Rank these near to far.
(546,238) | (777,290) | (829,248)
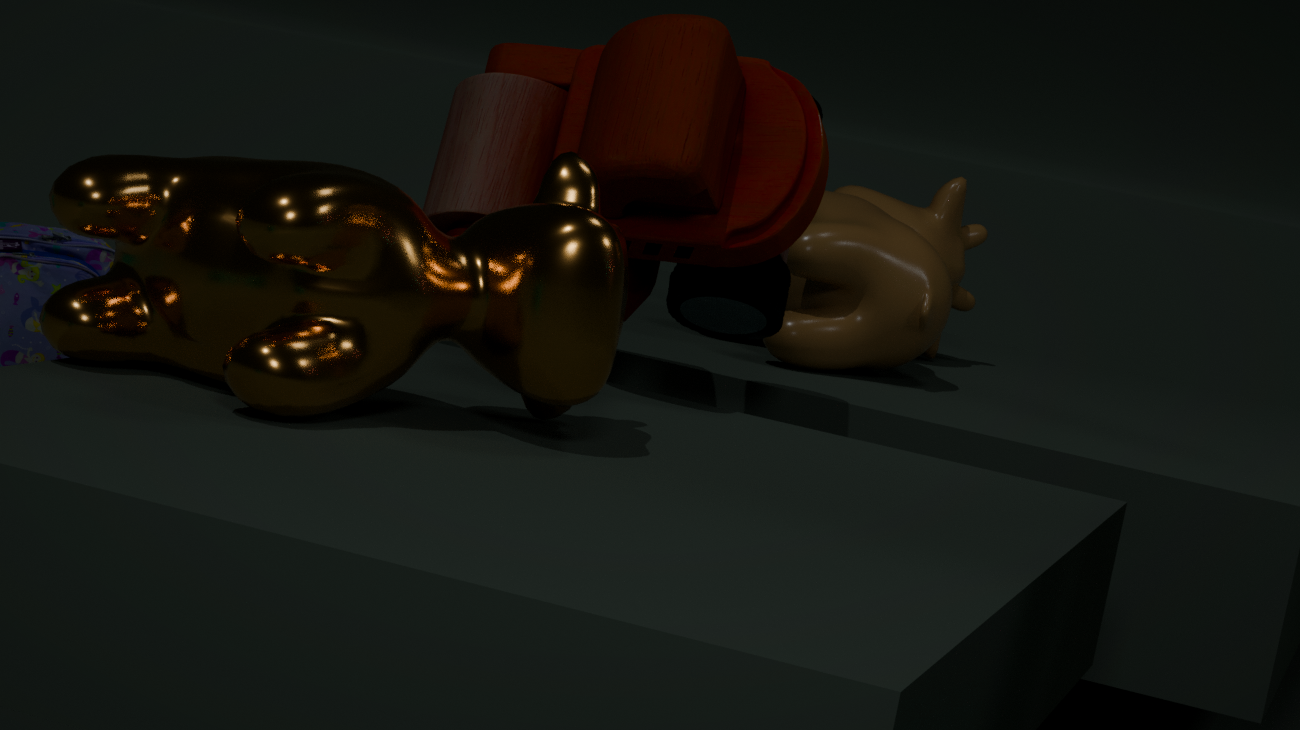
(546,238) < (777,290) < (829,248)
